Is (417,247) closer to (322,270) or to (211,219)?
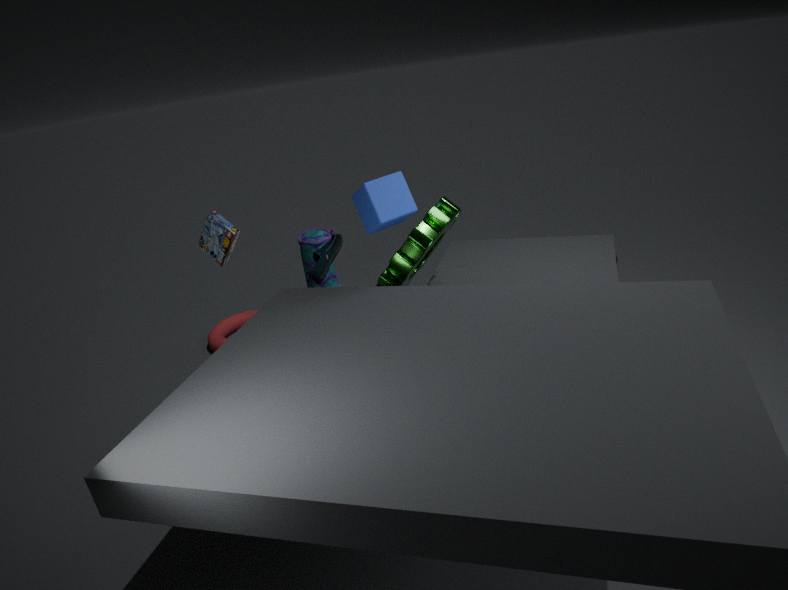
(322,270)
